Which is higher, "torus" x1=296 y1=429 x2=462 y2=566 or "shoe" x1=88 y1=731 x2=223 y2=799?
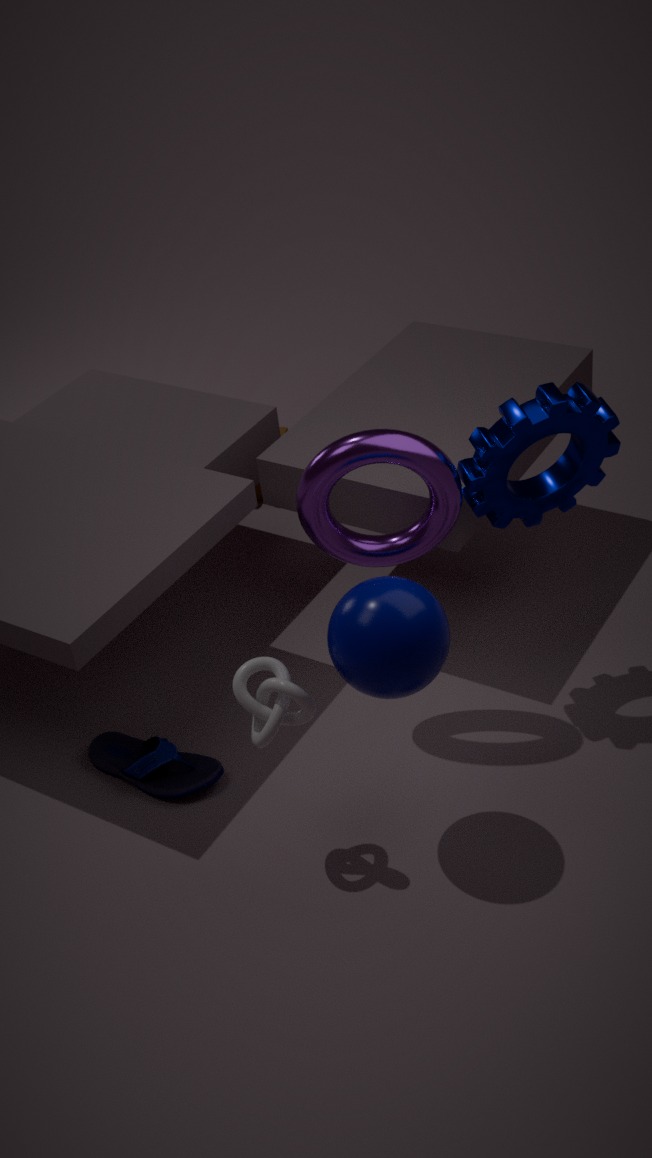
"torus" x1=296 y1=429 x2=462 y2=566
